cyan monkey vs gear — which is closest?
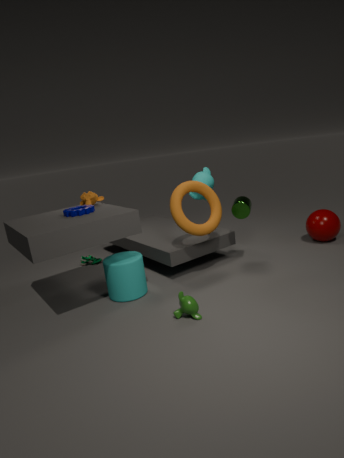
gear
